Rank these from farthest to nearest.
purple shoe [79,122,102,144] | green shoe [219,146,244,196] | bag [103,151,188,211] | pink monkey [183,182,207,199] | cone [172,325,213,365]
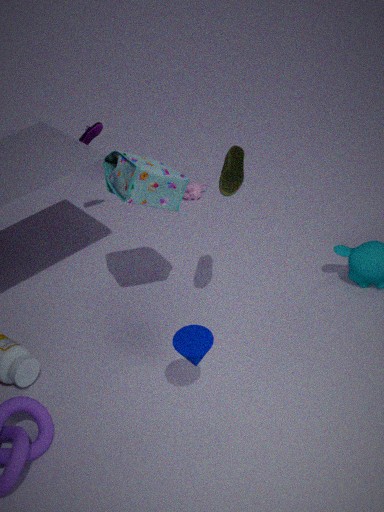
pink monkey [183,182,207,199], purple shoe [79,122,102,144], bag [103,151,188,211], green shoe [219,146,244,196], cone [172,325,213,365]
